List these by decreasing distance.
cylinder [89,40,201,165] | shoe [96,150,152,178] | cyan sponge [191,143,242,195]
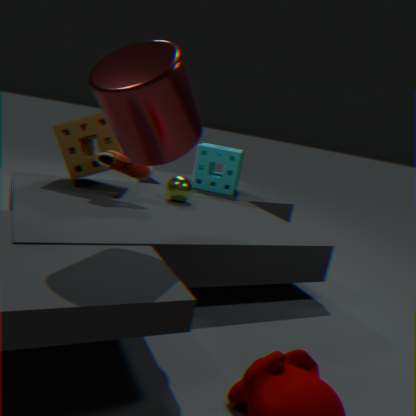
cyan sponge [191,143,242,195], shoe [96,150,152,178], cylinder [89,40,201,165]
